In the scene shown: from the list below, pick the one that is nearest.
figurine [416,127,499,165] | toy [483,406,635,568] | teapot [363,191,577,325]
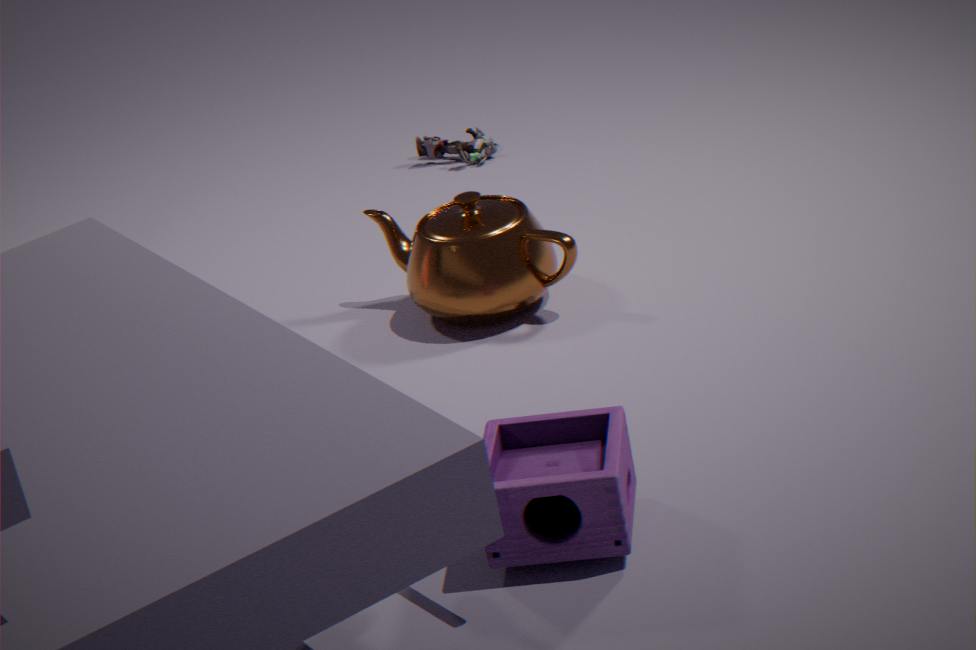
toy [483,406,635,568]
